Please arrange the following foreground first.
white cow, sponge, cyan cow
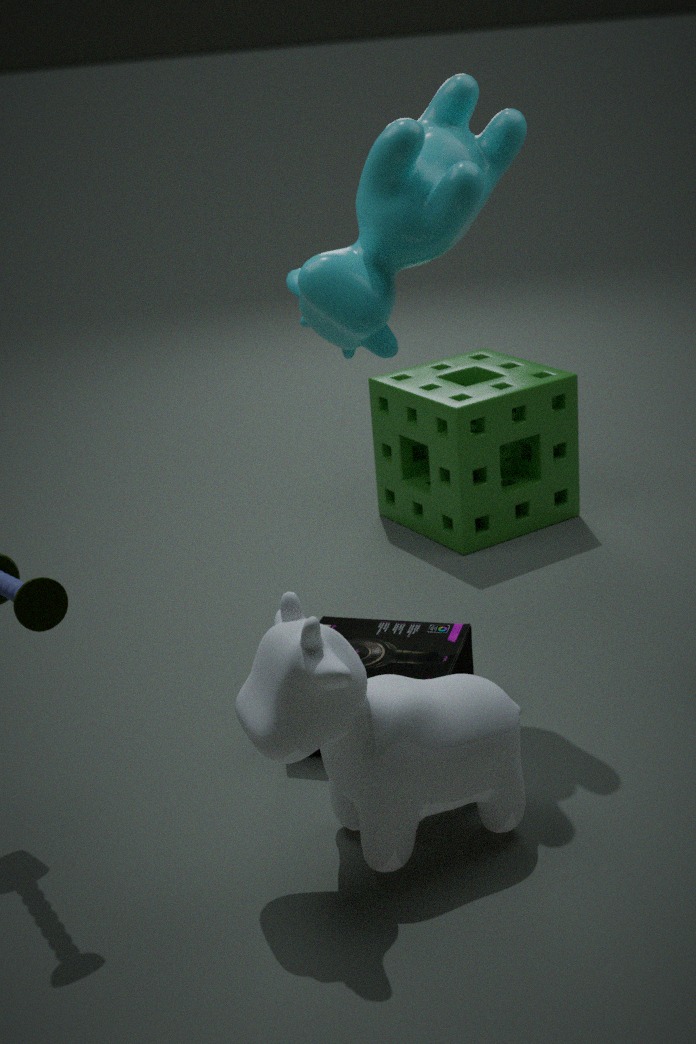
white cow < cyan cow < sponge
